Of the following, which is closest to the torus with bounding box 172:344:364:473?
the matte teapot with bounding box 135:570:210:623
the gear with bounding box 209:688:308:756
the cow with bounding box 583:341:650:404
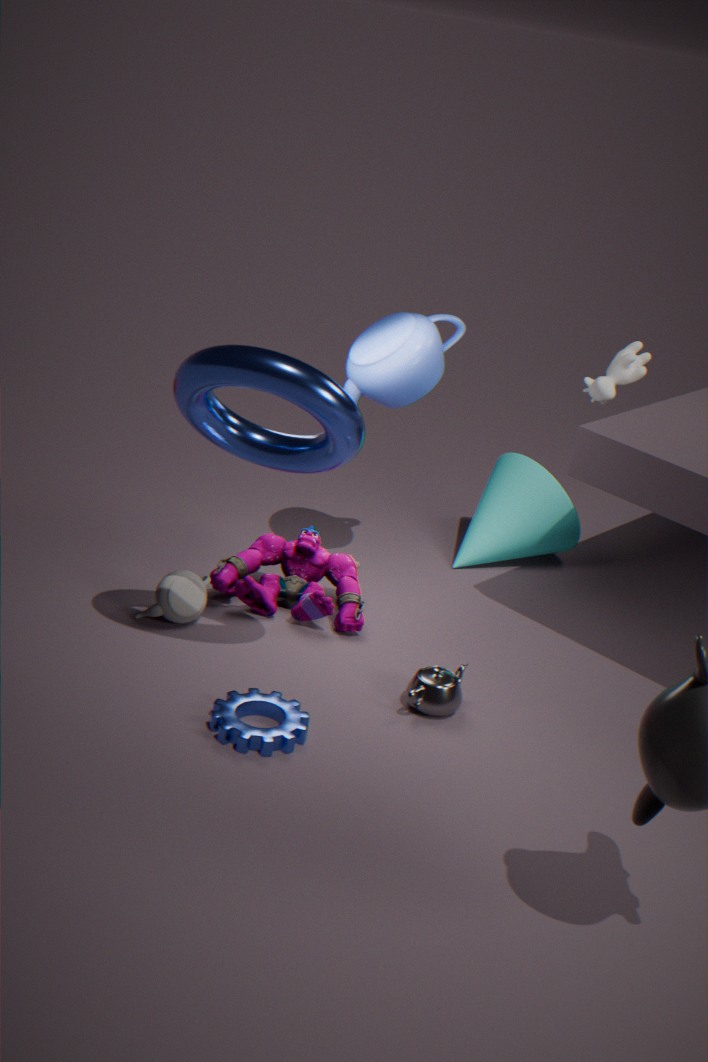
the matte teapot with bounding box 135:570:210:623
